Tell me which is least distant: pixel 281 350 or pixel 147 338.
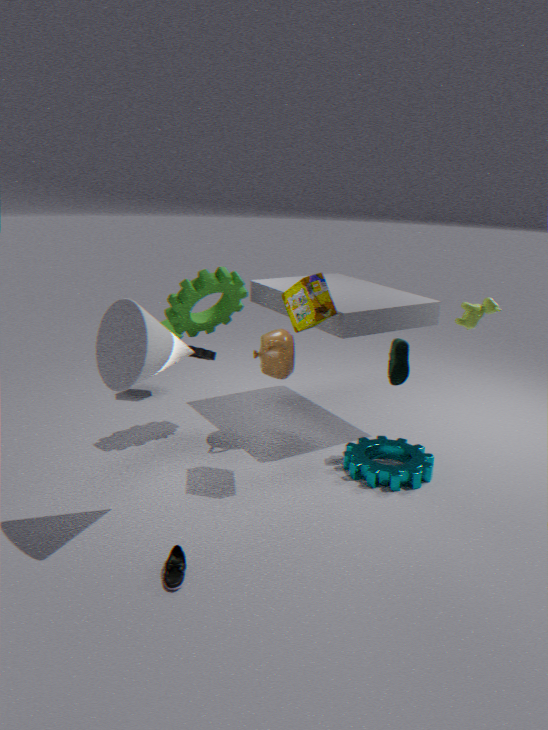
pixel 147 338
